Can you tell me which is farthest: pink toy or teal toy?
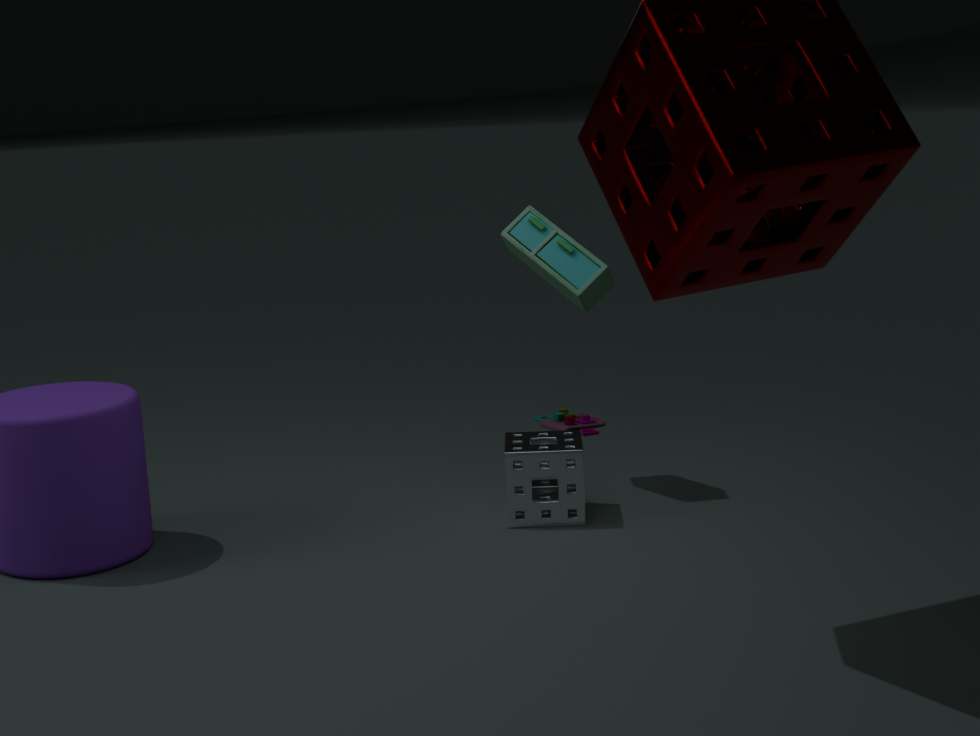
pink toy
